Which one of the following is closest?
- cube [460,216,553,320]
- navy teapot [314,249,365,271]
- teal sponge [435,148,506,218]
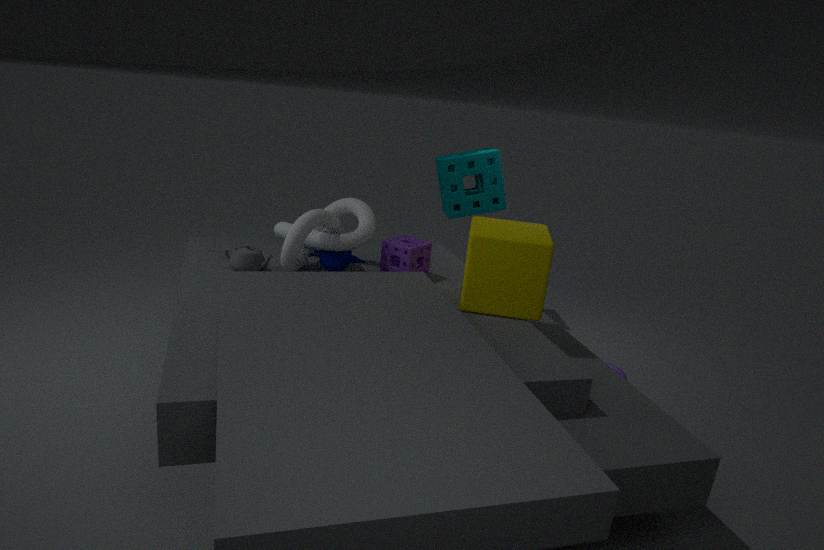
cube [460,216,553,320]
